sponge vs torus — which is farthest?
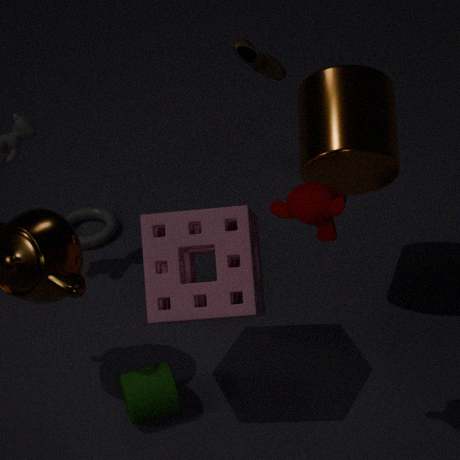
torus
